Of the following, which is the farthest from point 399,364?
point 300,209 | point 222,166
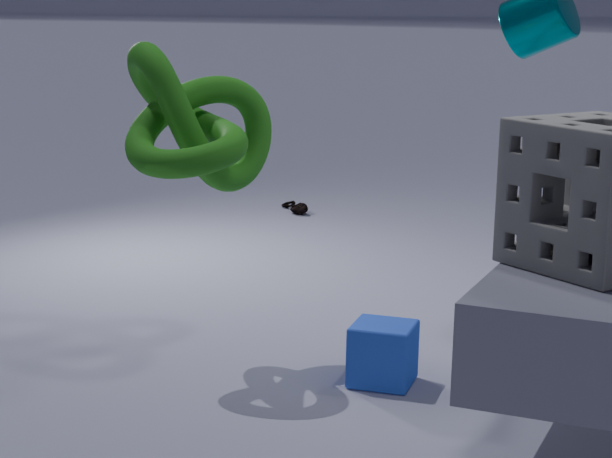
point 300,209
